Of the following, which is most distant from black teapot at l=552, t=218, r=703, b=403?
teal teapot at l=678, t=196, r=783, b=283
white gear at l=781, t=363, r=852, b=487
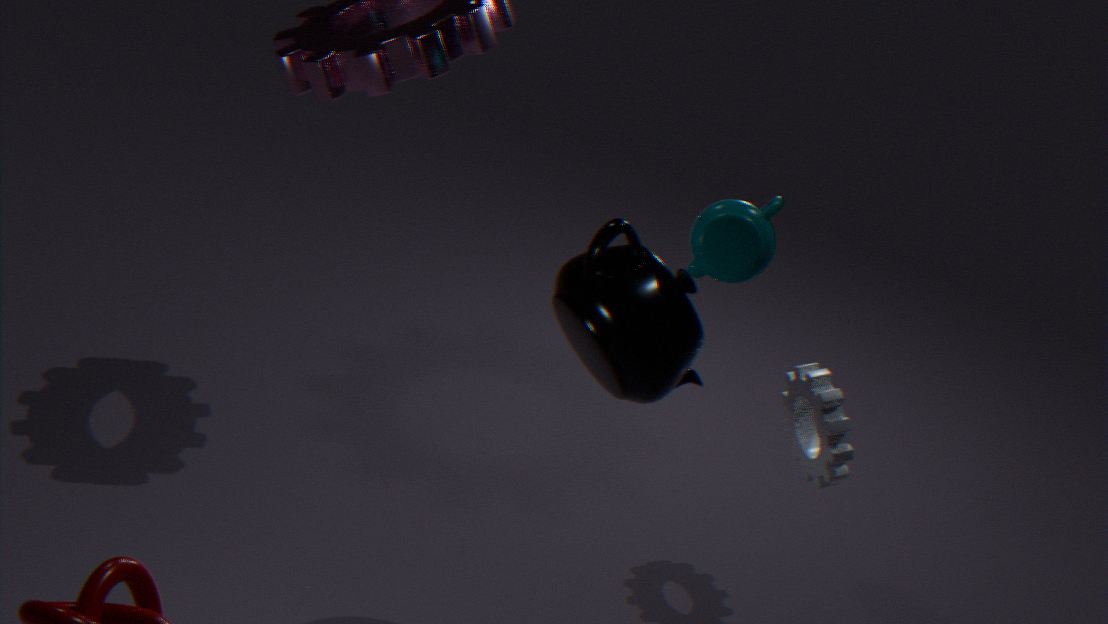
white gear at l=781, t=363, r=852, b=487
